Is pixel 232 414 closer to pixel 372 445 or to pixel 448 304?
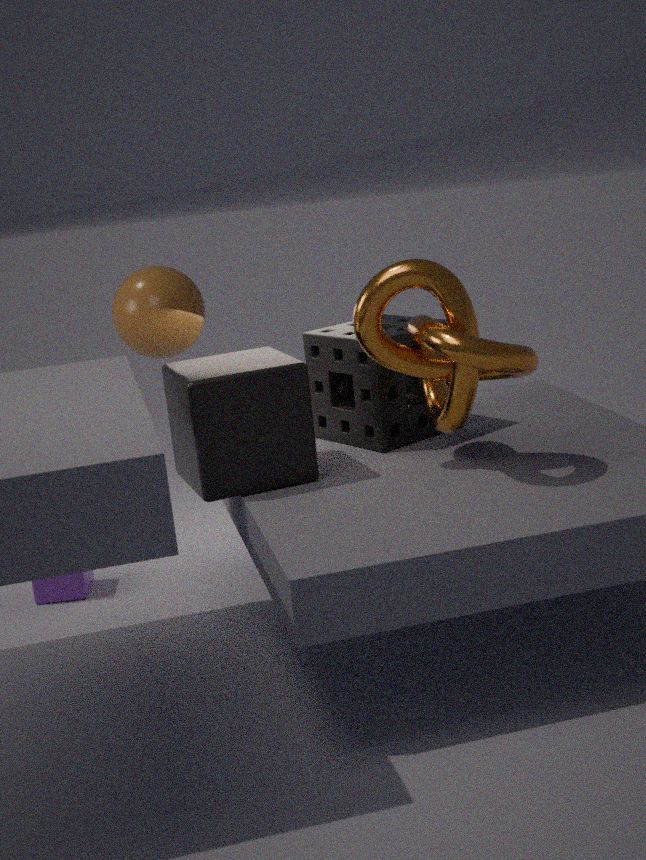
pixel 372 445
